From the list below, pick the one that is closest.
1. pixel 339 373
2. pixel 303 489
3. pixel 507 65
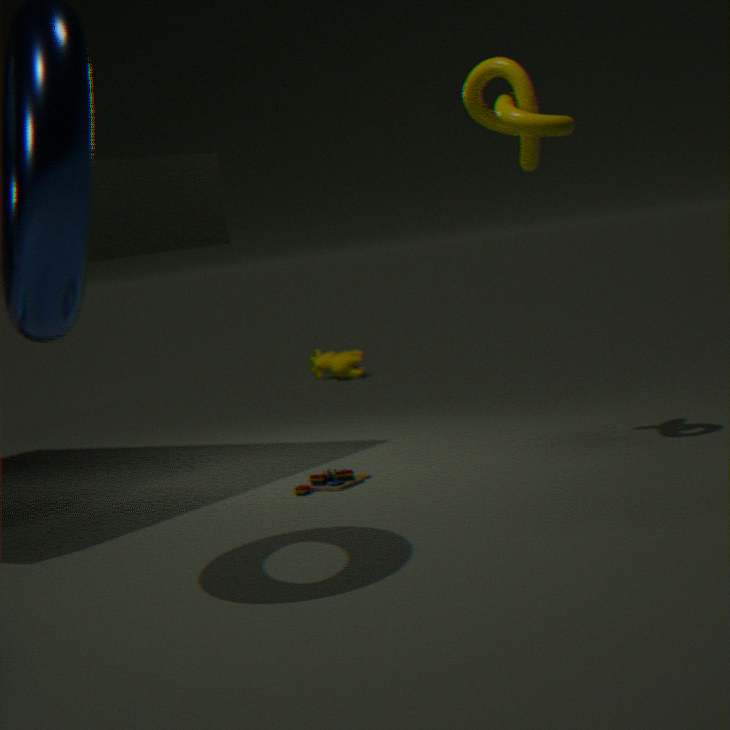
pixel 507 65
